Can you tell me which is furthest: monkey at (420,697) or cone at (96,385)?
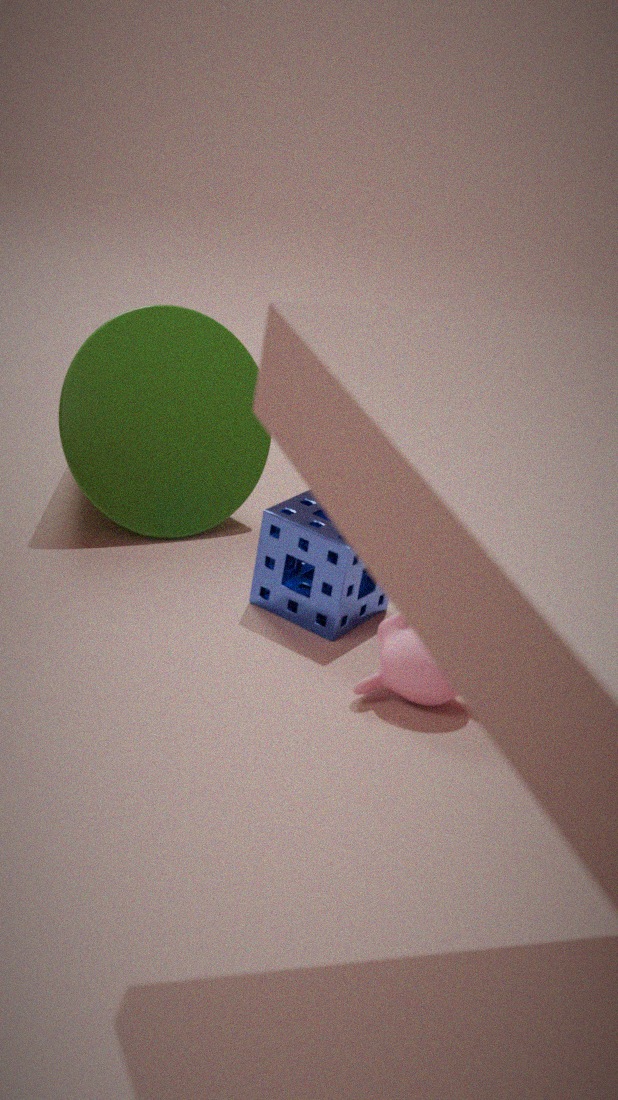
cone at (96,385)
